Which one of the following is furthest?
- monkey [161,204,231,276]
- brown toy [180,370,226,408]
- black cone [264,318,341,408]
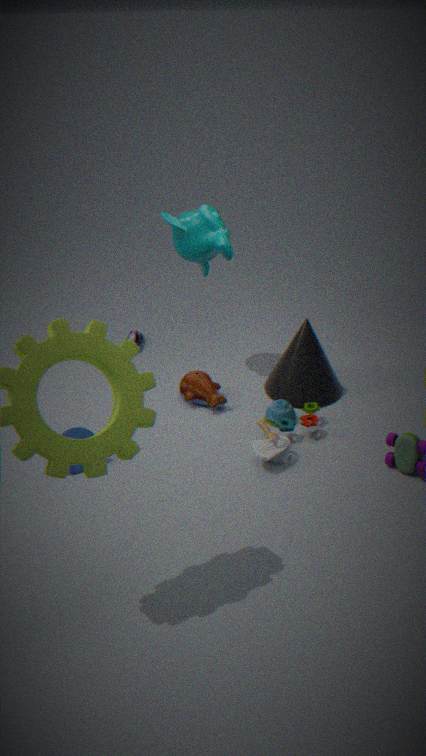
black cone [264,318,341,408]
